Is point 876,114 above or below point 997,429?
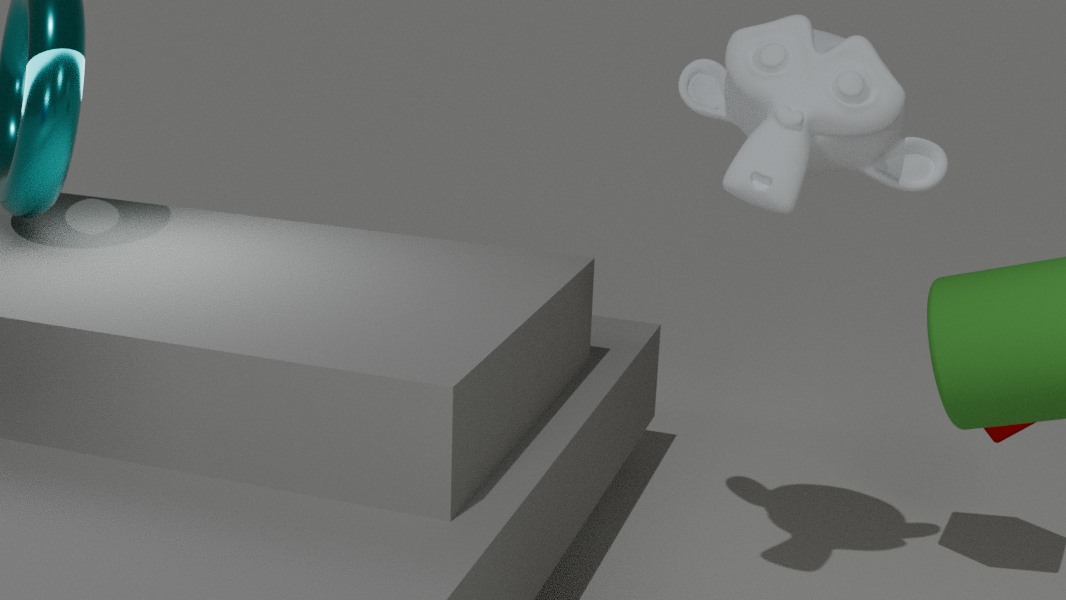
above
